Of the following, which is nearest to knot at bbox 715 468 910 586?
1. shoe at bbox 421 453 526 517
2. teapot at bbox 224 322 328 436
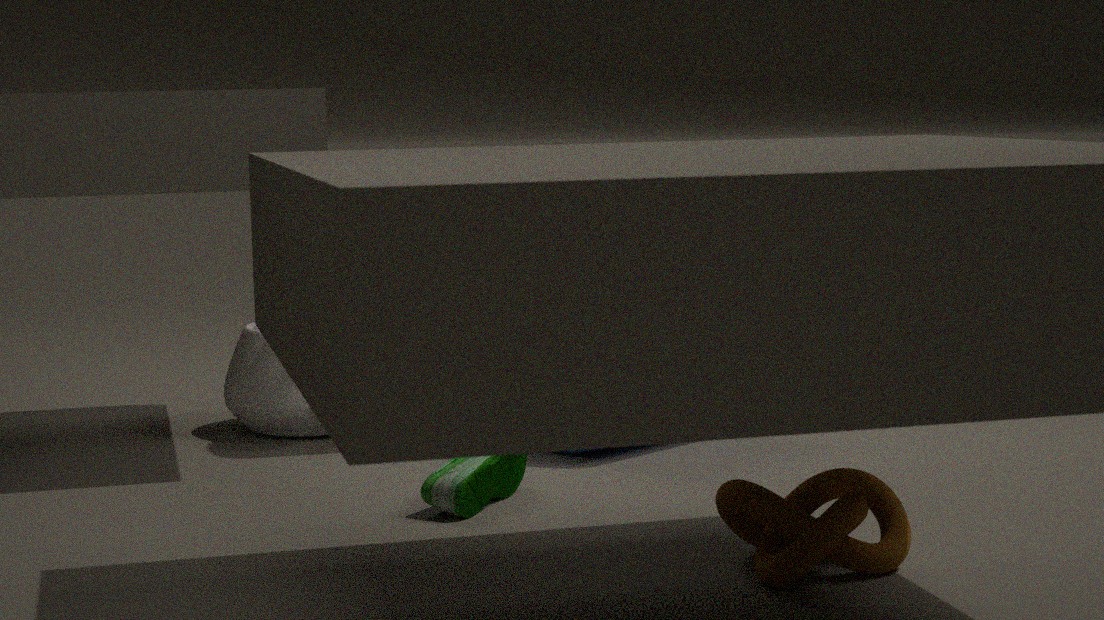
shoe at bbox 421 453 526 517
